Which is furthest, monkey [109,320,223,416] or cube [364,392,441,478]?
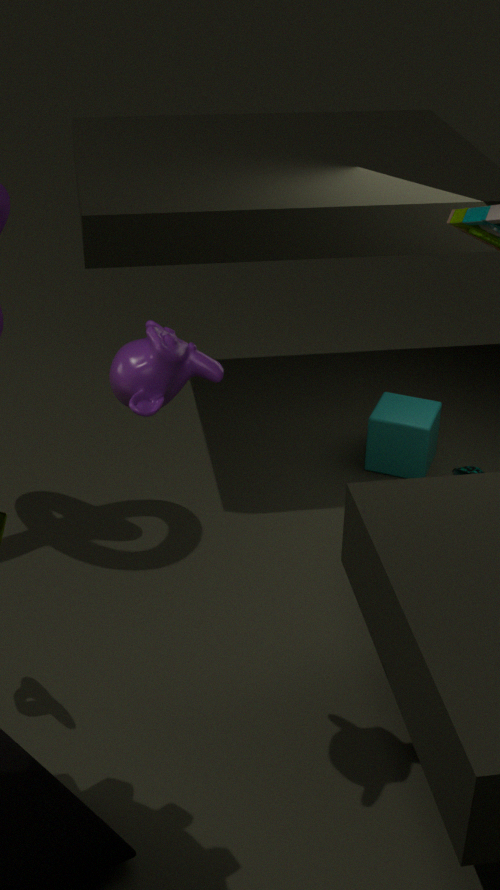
cube [364,392,441,478]
